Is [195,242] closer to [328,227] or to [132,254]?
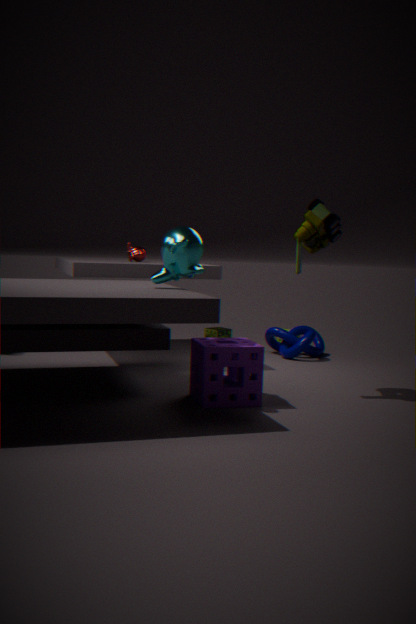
[328,227]
